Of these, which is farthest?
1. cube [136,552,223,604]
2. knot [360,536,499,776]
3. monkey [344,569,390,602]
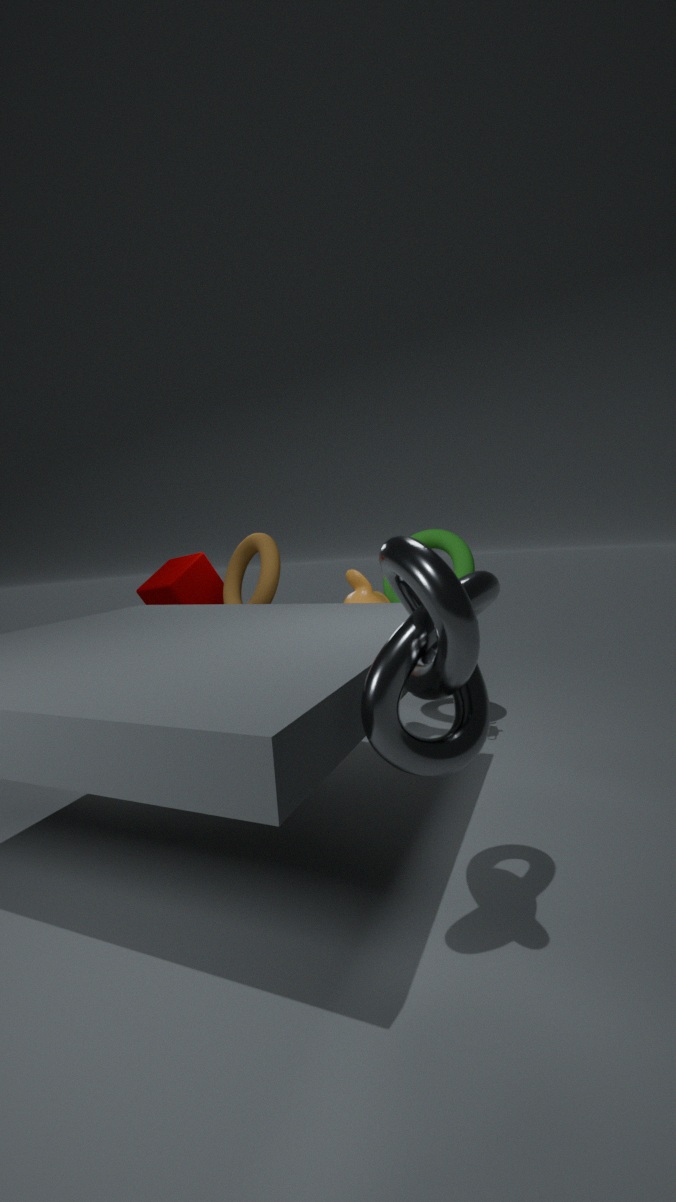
cube [136,552,223,604]
